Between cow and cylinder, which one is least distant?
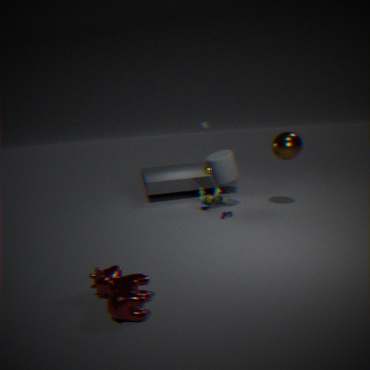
cow
